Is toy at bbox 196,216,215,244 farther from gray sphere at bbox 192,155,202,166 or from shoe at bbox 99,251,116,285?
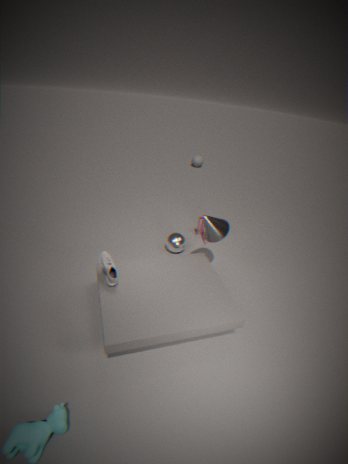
gray sphere at bbox 192,155,202,166
